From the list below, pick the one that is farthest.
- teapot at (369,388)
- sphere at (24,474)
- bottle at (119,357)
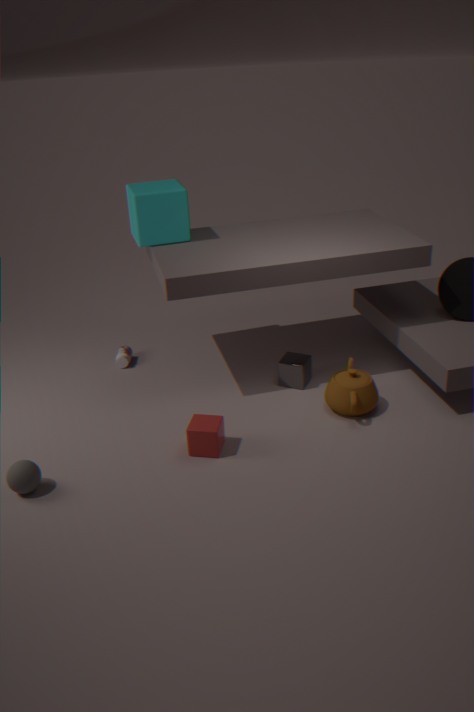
bottle at (119,357)
